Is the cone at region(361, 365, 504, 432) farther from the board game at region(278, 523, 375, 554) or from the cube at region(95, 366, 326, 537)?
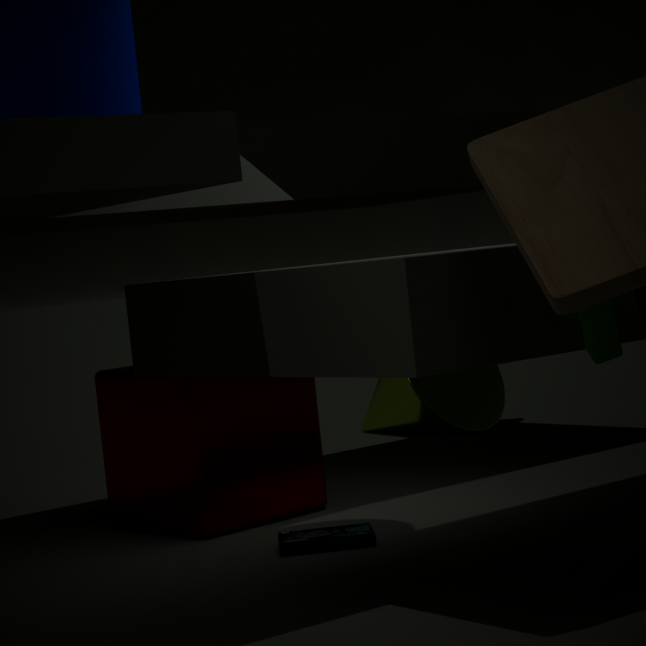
the board game at region(278, 523, 375, 554)
